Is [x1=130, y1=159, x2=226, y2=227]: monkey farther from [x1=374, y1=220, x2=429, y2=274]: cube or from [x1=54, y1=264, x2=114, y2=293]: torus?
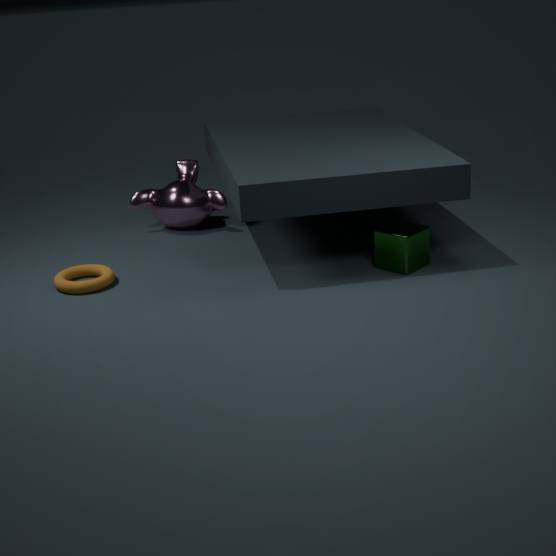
[x1=374, y1=220, x2=429, y2=274]: cube
